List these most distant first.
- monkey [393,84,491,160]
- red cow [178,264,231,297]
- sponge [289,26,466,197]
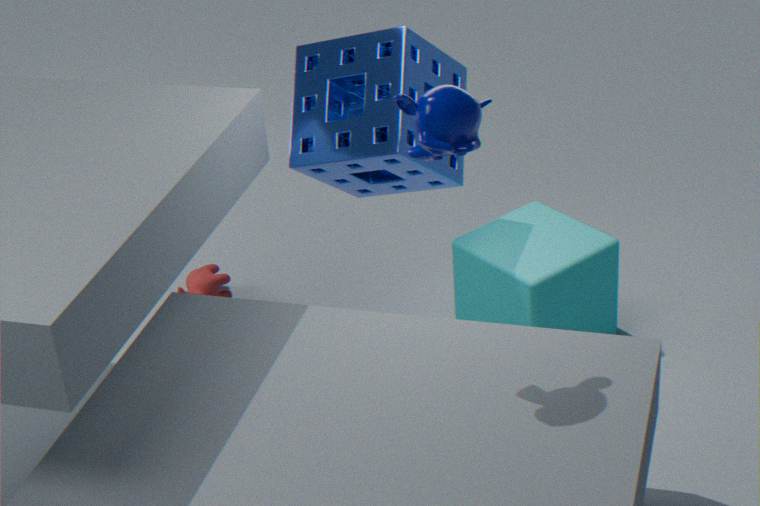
red cow [178,264,231,297], sponge [289,26,466,197], monkey [393,84,491,160]
